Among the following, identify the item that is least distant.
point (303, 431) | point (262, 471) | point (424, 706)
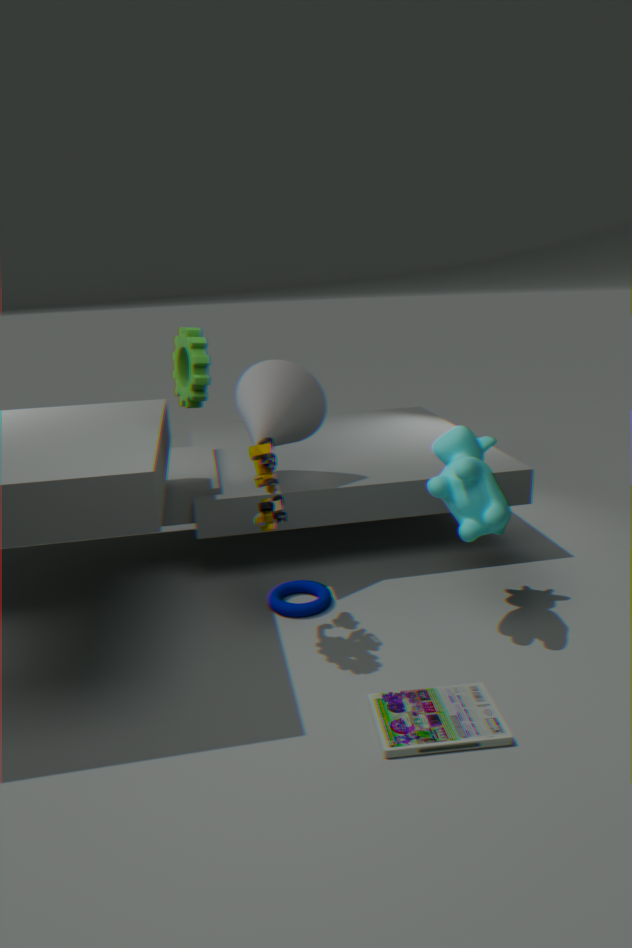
point (424, 706)
